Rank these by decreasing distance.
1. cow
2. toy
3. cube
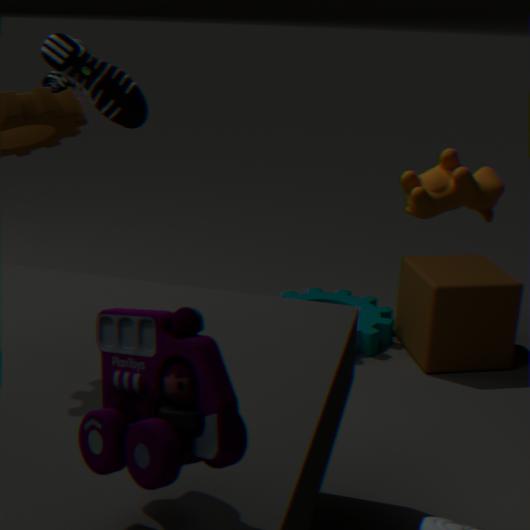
cube
cow
toy
